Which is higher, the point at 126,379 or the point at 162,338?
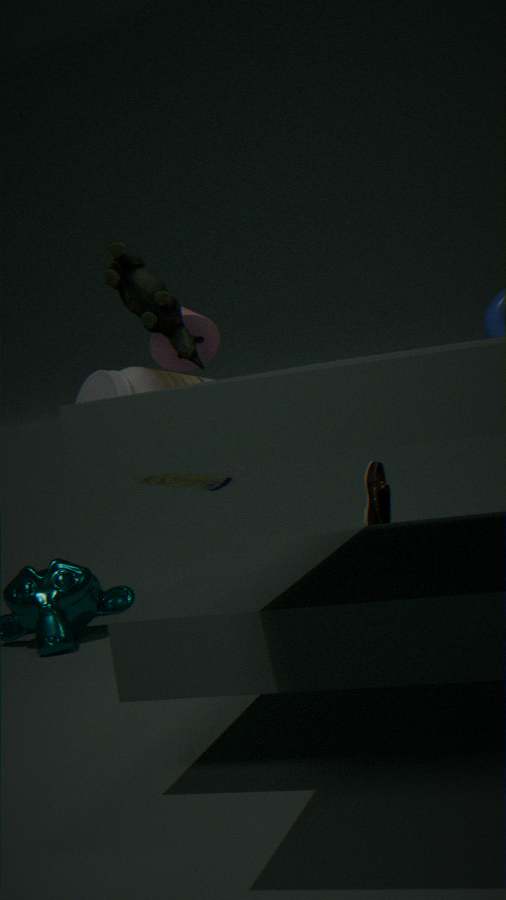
the point at 162,338
